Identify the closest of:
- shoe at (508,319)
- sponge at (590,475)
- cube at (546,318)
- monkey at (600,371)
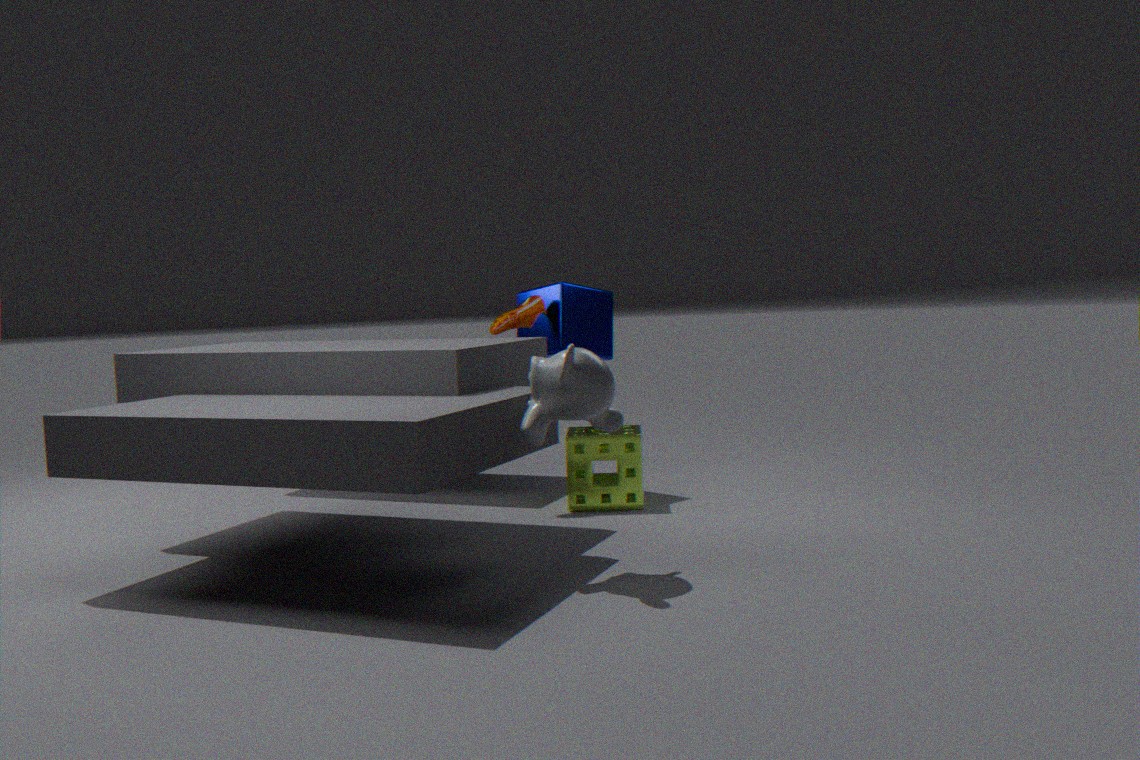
monkey at (600,371)
